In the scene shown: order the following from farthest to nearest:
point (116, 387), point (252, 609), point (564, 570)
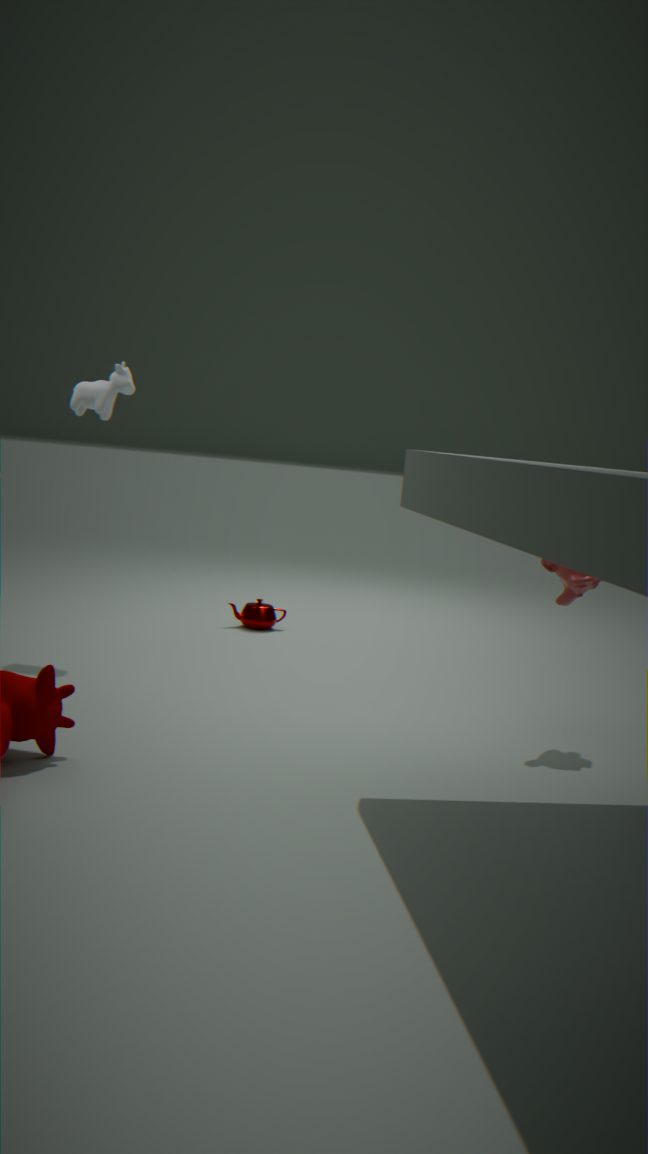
1. point (252, 609)
2. point (116, 387)
3. point (564, 570)
